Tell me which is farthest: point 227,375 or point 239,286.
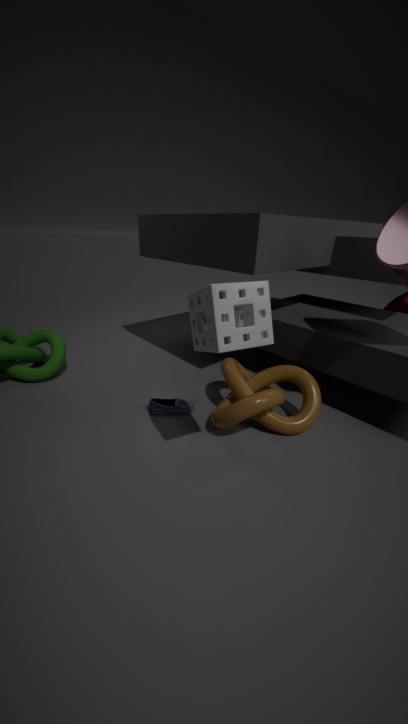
point 227,375
